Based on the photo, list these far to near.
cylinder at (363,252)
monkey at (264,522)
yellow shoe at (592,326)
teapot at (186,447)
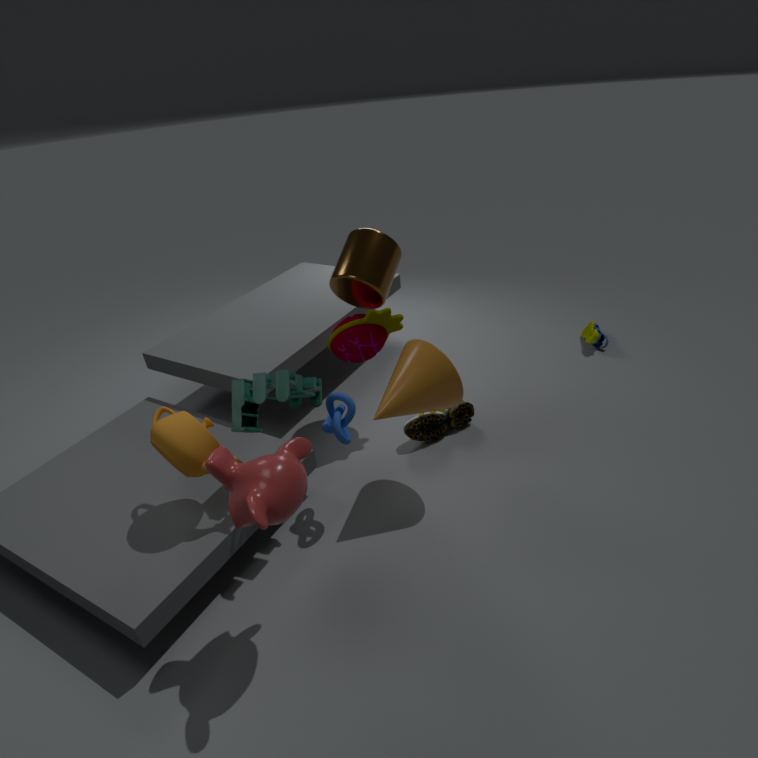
yellow shoe at (592,326)
cylinder at (363,252)
teapot at (186,447)
monkey at (264,522)
